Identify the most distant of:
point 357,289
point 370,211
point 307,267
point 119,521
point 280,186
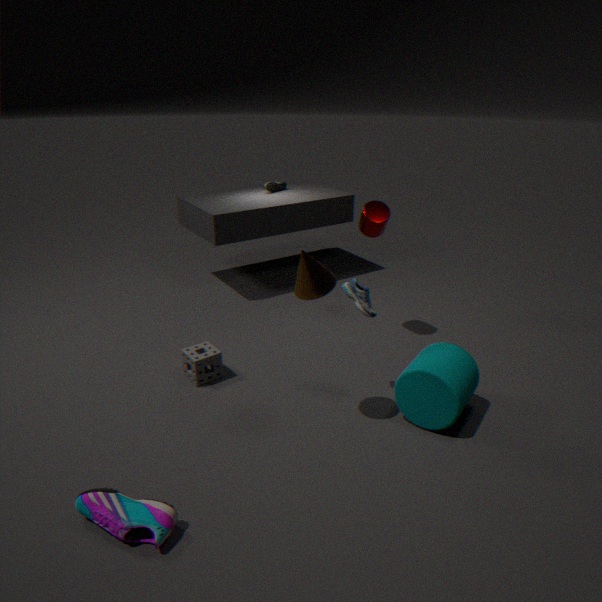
point 280,186
